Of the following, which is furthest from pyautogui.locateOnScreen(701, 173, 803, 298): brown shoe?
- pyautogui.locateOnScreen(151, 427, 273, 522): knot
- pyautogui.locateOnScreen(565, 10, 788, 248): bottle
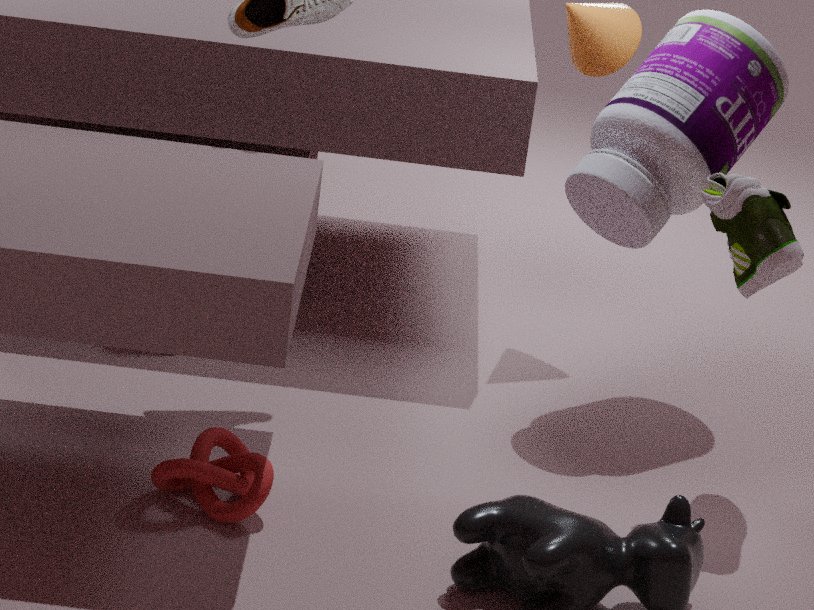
pyautogui.locateOnScreen(151, 427, 273, 522): knot
